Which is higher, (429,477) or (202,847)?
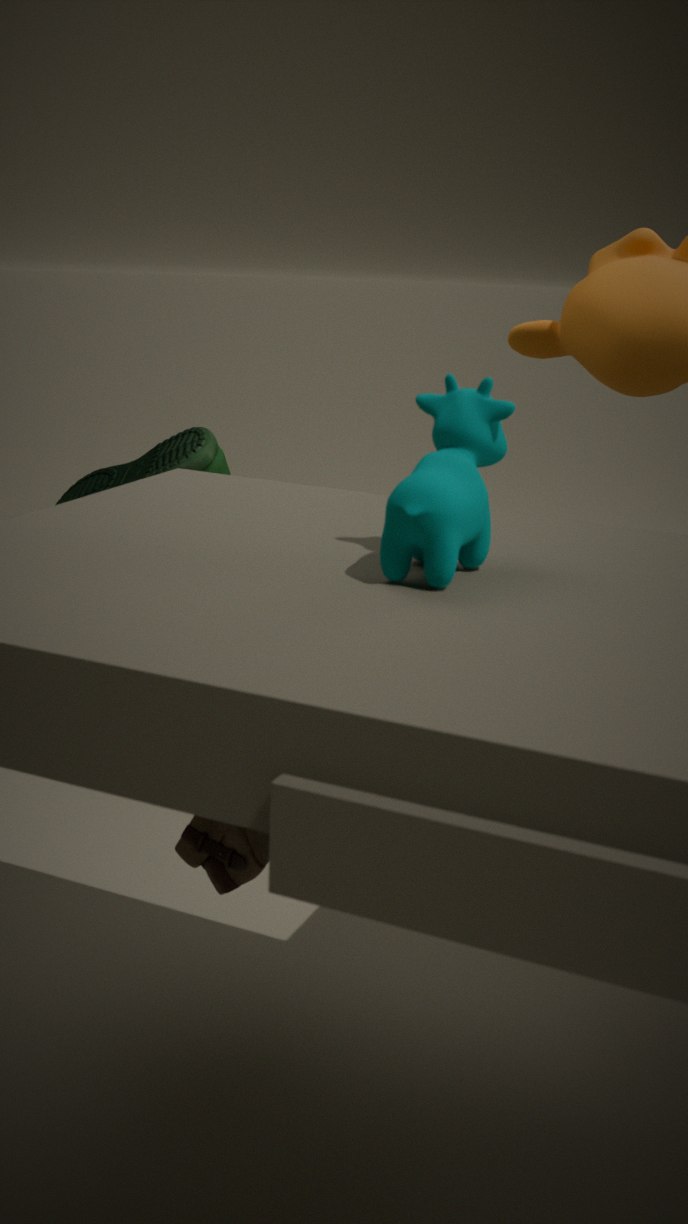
(429,477)
